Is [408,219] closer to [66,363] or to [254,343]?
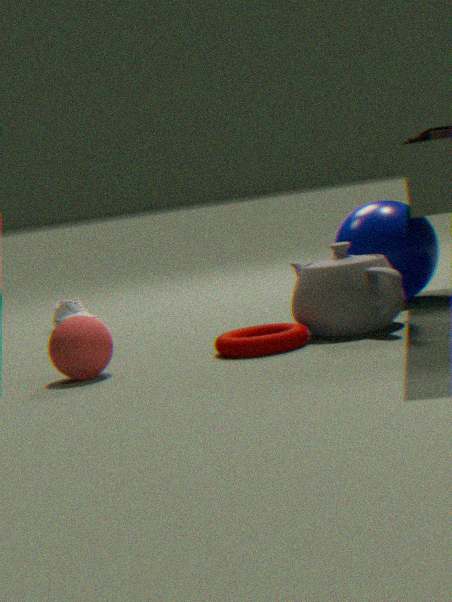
[254,343]
